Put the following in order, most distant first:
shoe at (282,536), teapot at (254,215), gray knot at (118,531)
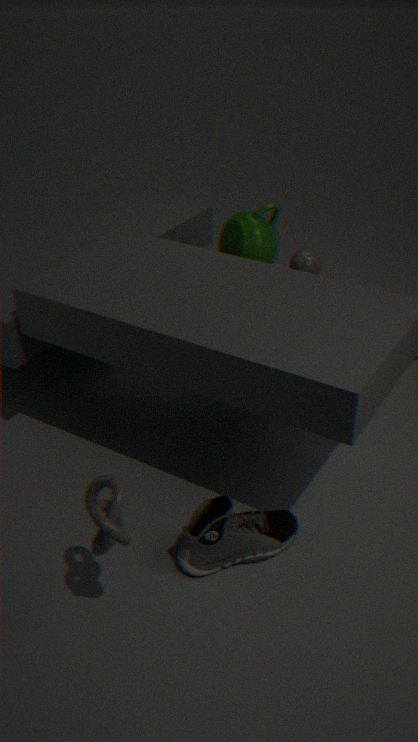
teapot at (254,215)
shoe at (282,536)
gray knot at (118,531)
